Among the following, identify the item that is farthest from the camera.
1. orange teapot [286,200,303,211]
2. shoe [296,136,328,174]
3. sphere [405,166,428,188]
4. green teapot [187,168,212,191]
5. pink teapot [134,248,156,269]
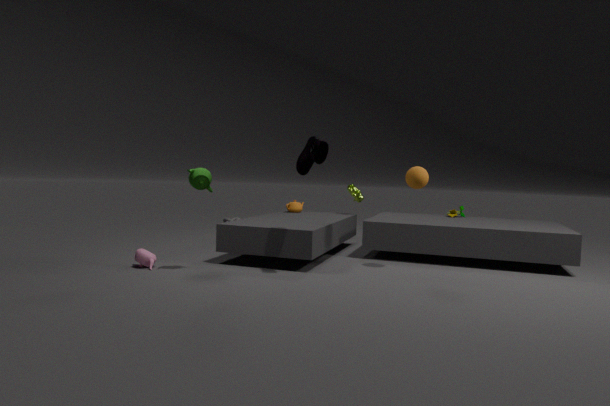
orange teapot [286,200,303,211]
